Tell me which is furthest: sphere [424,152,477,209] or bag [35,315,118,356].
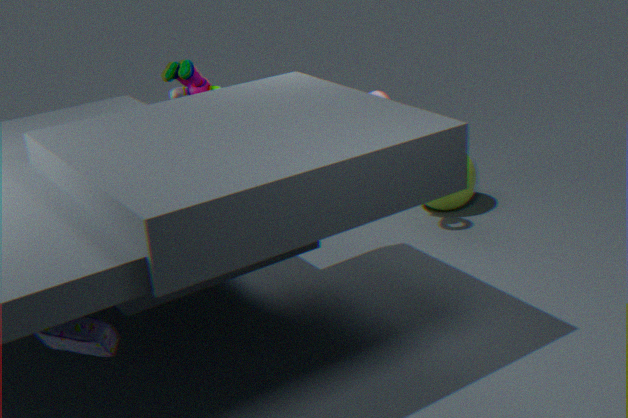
sphere [424,152,477,209]
